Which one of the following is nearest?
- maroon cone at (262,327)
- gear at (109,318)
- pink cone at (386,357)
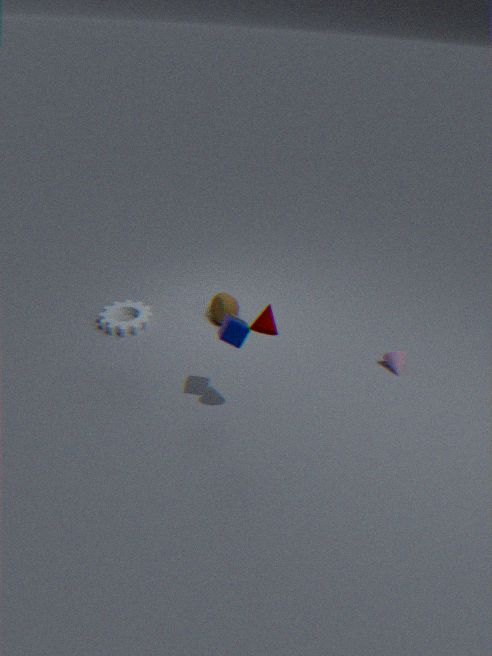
maroon cone at (262,327)
